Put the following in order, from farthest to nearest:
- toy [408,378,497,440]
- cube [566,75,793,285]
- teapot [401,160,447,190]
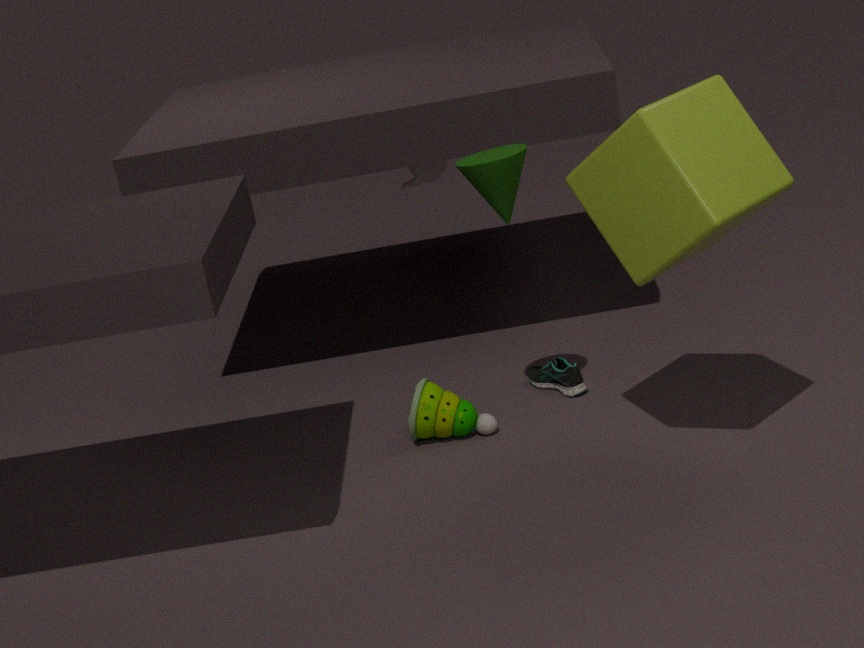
teapot [401,160,447,190] → toy [408,378,497,440] → cube [566,75,793,285]
